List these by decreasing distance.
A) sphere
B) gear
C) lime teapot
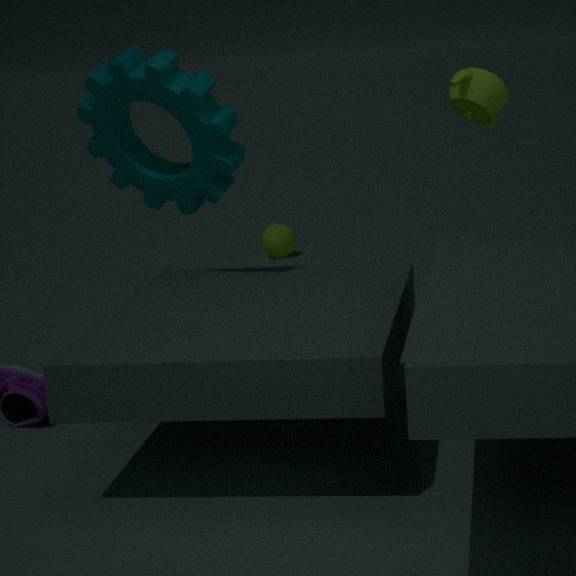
sphere < gear < lime teapot
